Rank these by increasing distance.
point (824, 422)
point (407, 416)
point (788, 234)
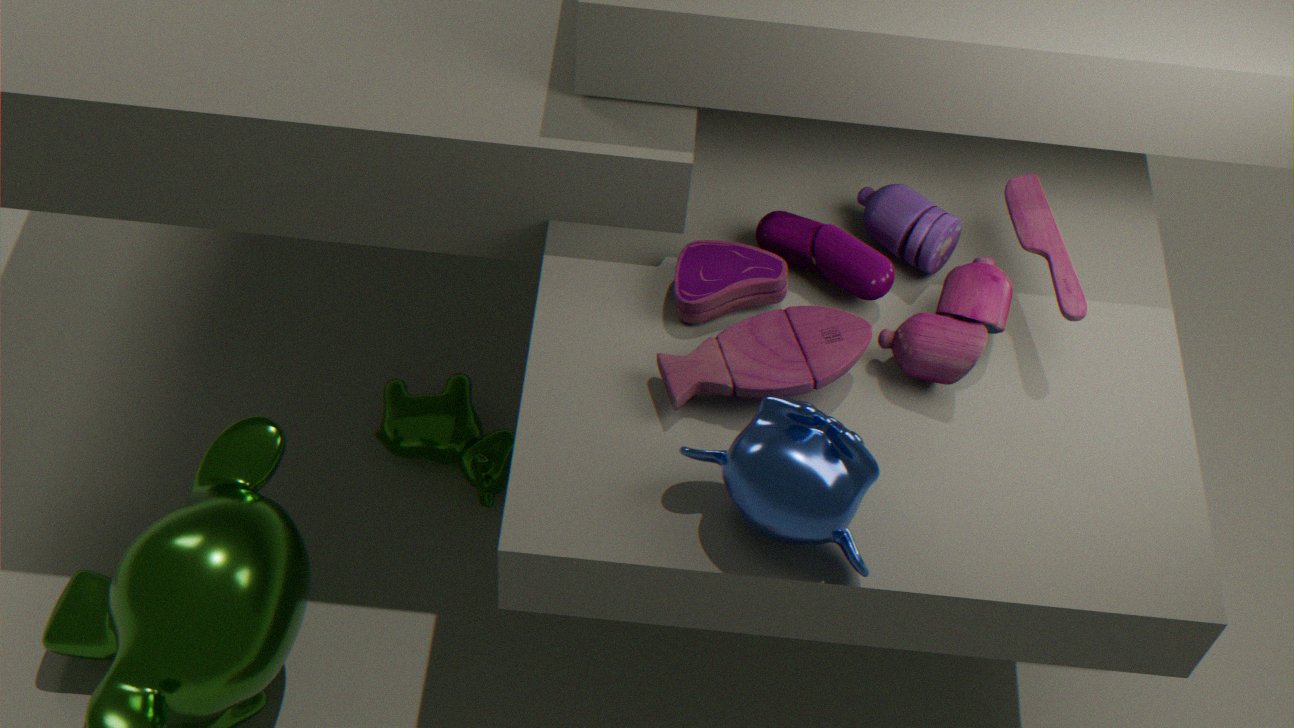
1. point (824, 422)
2. point (788, 234)
3. point (407, 416)
